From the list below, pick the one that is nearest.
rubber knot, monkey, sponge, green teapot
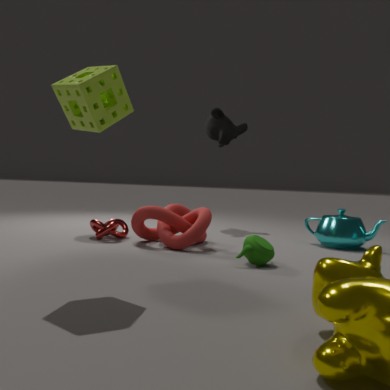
sponge
